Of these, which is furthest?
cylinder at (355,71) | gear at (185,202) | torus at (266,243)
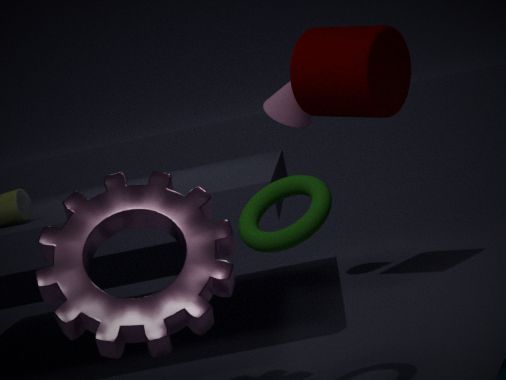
cylinder at (355,71)
